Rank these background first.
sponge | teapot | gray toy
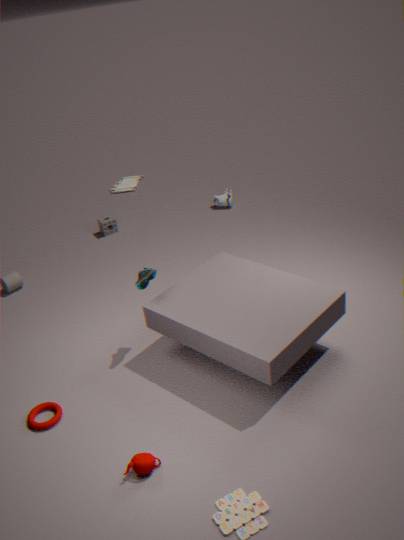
1. gray toy
2. sponge
3. teapot
